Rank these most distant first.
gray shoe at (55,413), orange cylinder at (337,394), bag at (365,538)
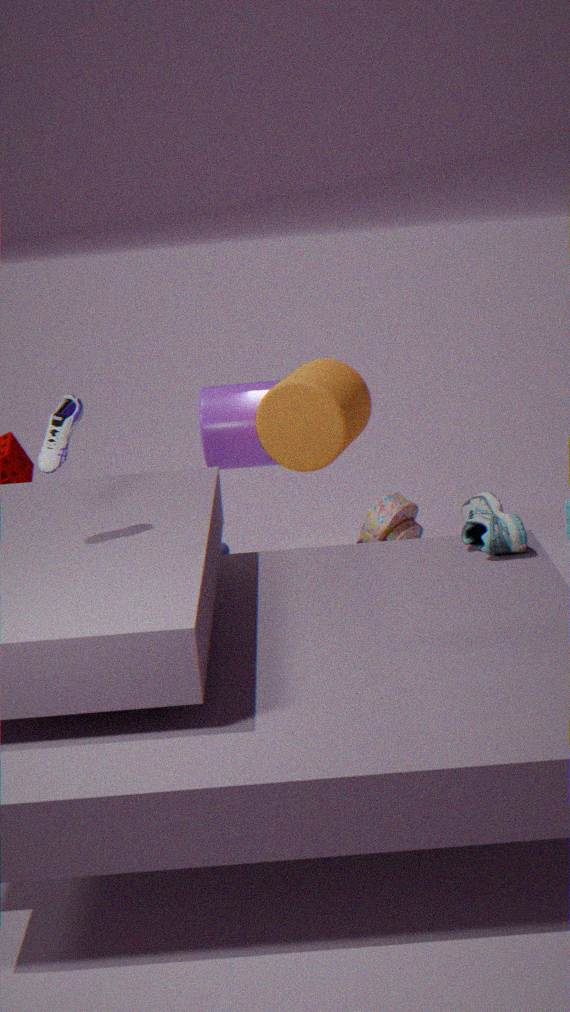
bag at (365,538)
orange cylinder at (337,394)
gray shoe at (55,413)
